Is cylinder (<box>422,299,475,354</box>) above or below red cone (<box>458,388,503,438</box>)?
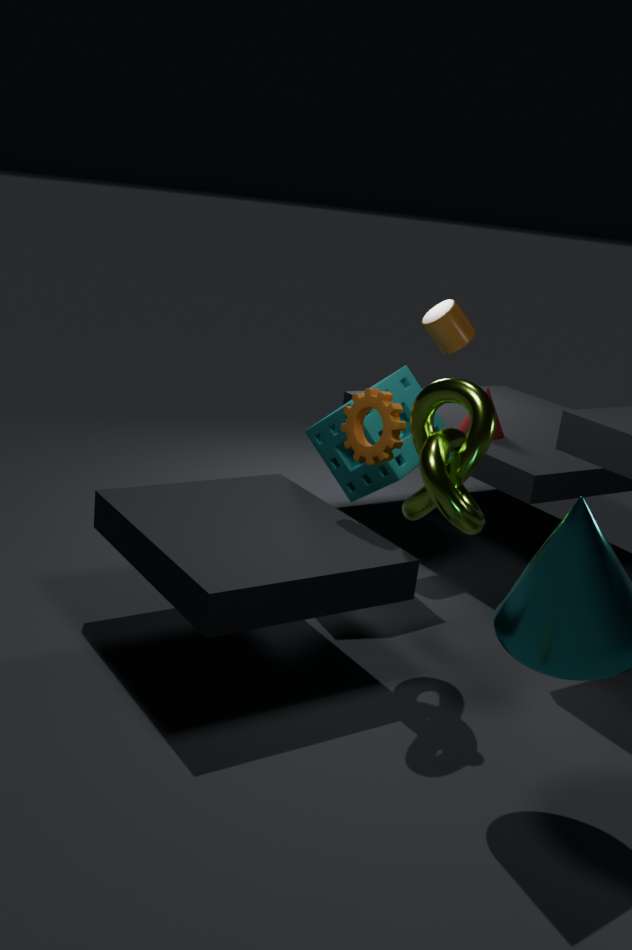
above
